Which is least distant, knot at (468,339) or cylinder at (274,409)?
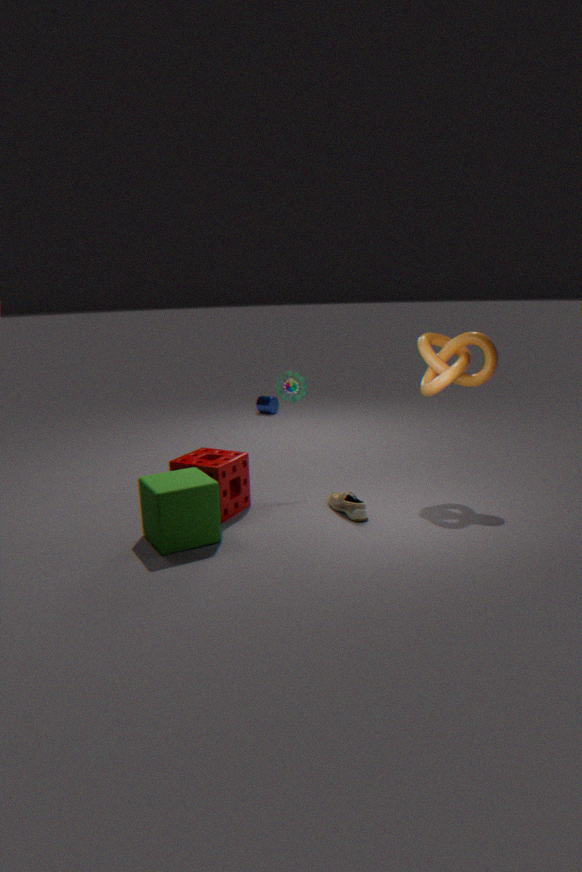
knot at (468,339)
